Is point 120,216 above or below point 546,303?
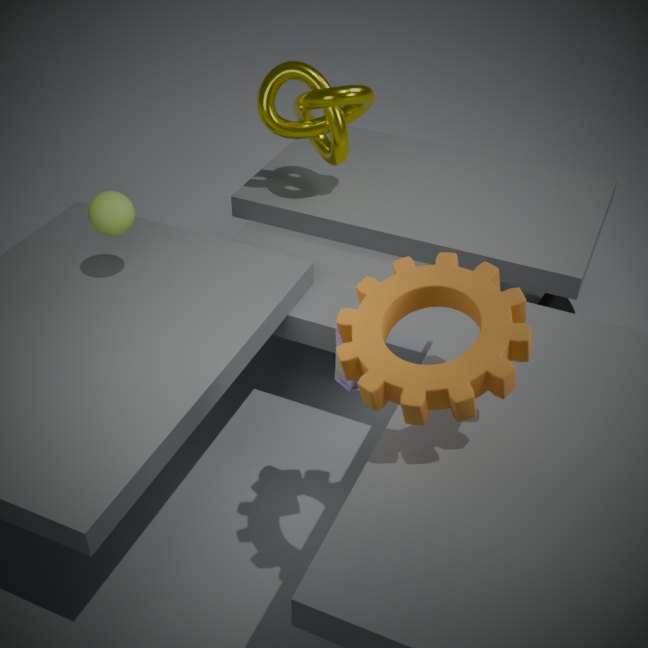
above
